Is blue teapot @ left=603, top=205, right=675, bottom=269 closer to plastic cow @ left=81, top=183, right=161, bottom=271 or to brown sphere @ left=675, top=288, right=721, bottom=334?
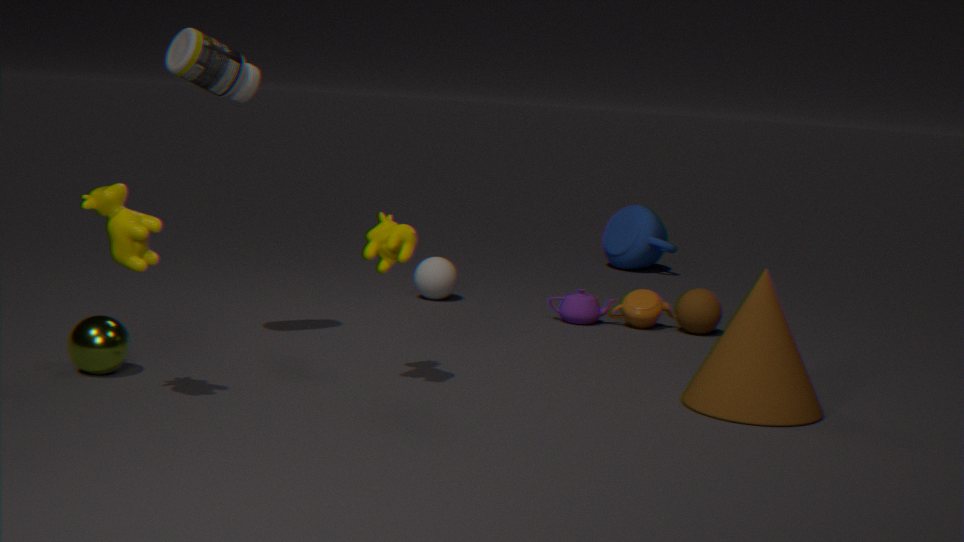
brown sphere @ left=675, top=288, right=721, bottom=334
